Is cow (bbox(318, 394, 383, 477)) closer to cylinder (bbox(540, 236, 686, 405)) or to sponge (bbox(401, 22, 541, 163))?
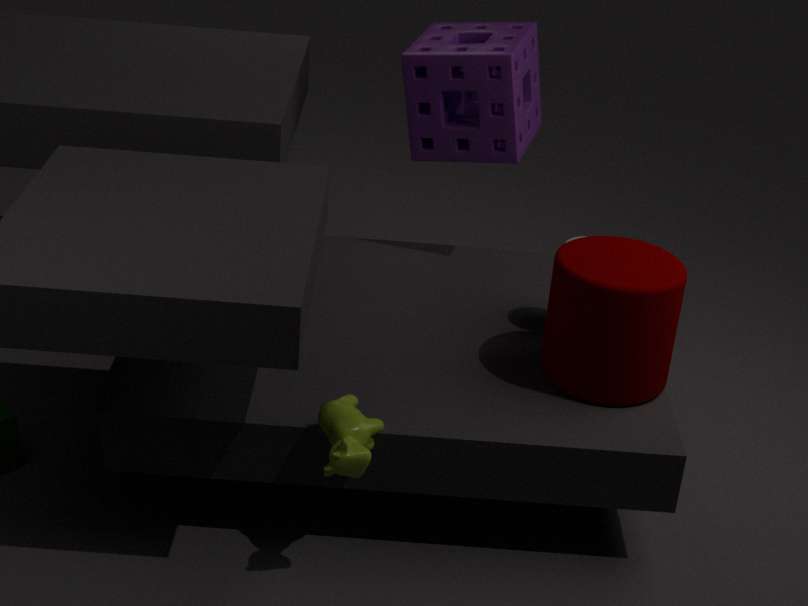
cylinder (bbox(540, 236, 686, 405))
